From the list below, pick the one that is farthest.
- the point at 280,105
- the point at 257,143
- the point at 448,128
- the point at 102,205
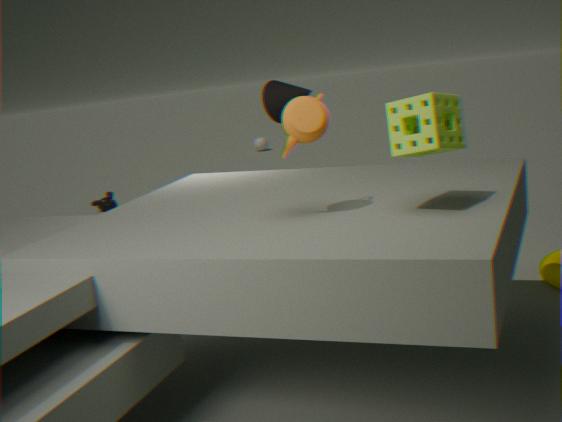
the point at 257,143
